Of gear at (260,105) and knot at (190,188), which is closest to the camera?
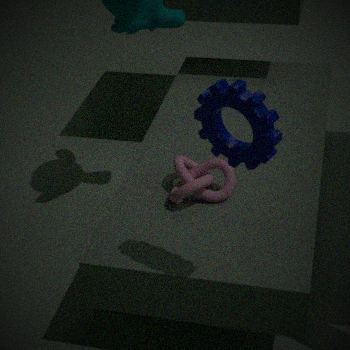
gear at (260,105)
